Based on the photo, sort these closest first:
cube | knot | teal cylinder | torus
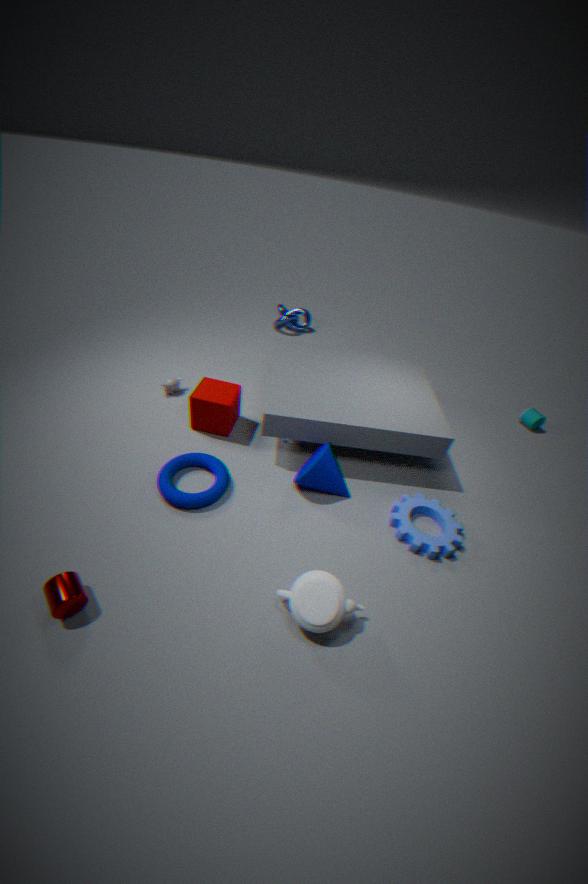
torus, cube, teal cylinder, knot
